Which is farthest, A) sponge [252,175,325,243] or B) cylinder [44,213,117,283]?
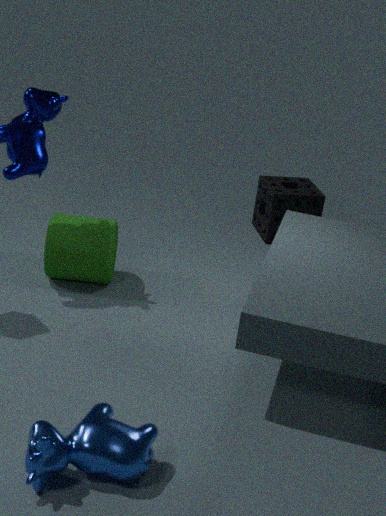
A. sponge [252,175,325,243]
